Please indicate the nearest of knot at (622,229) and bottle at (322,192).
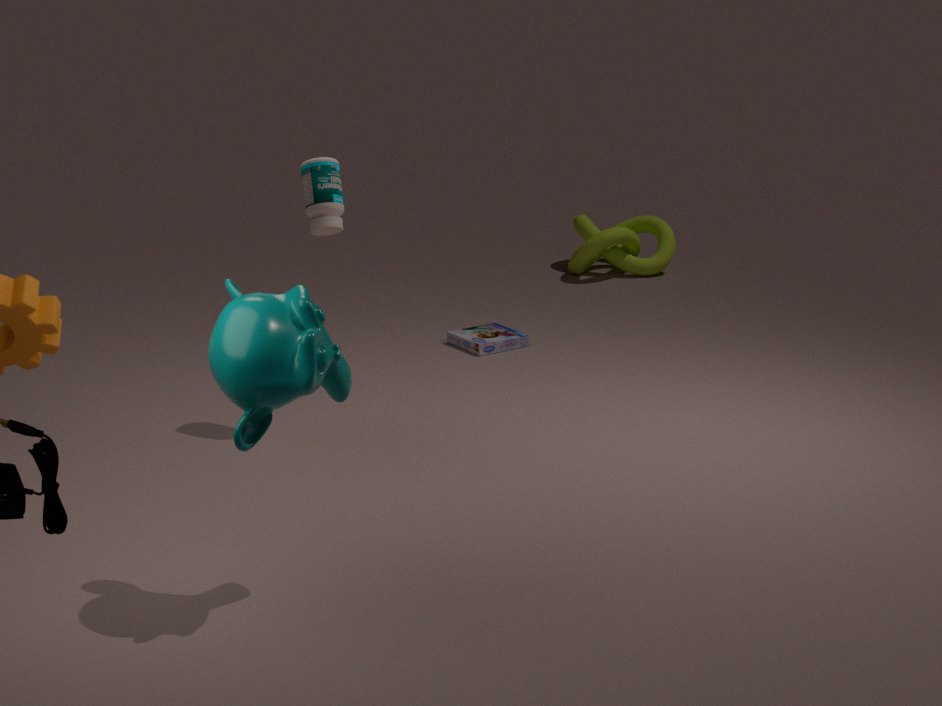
bottle at (322,192)
